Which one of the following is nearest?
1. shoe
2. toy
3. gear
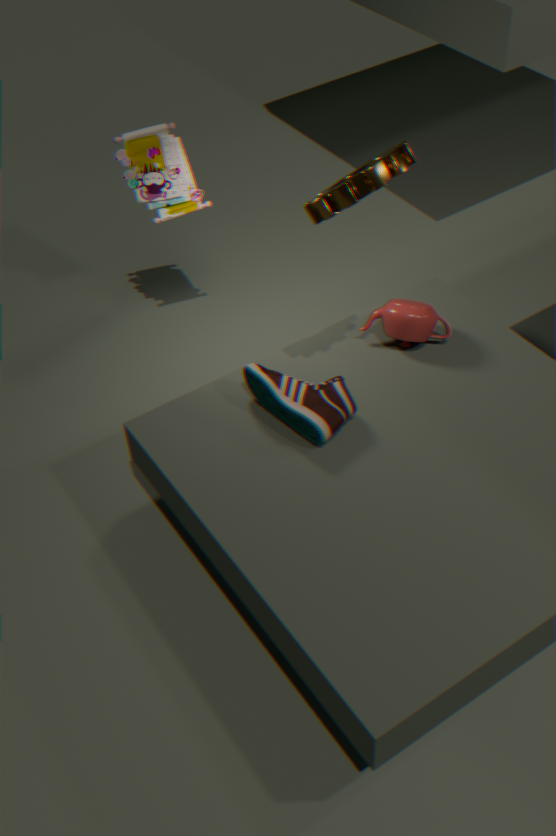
gear
